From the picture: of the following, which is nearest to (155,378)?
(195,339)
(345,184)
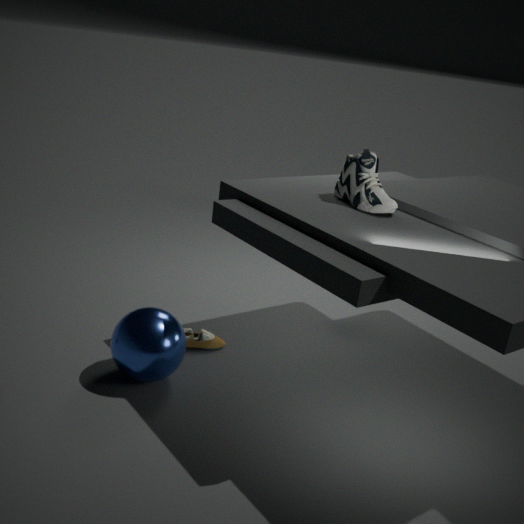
(195,339)
